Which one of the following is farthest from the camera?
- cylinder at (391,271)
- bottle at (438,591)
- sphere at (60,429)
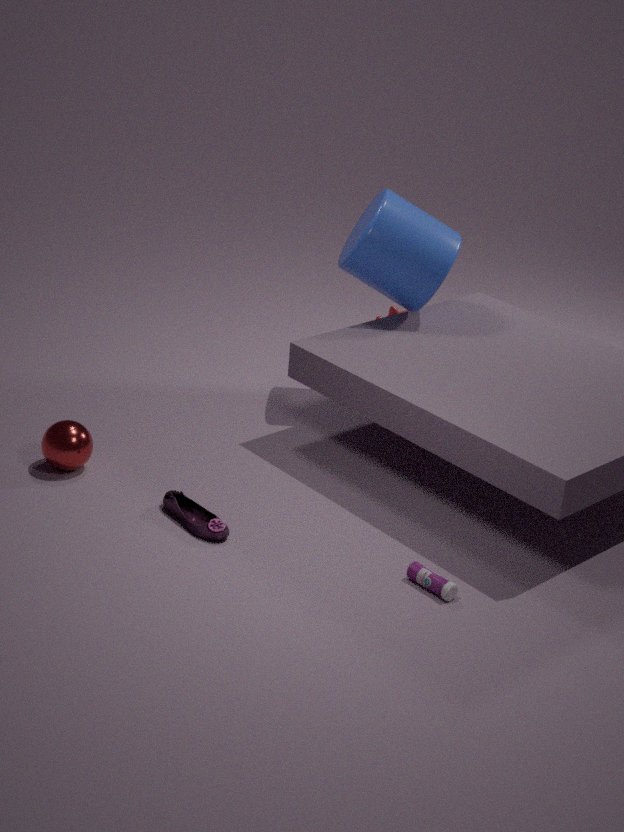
cylinder at (391,271)
